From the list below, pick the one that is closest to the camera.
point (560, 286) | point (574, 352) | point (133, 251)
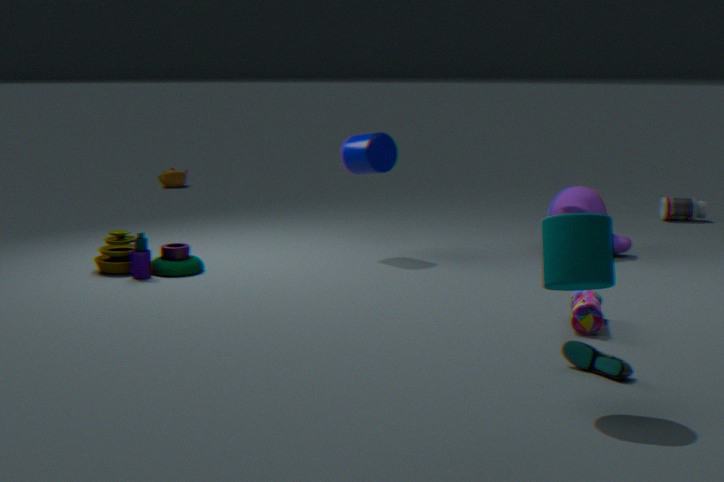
point (560, 286)
